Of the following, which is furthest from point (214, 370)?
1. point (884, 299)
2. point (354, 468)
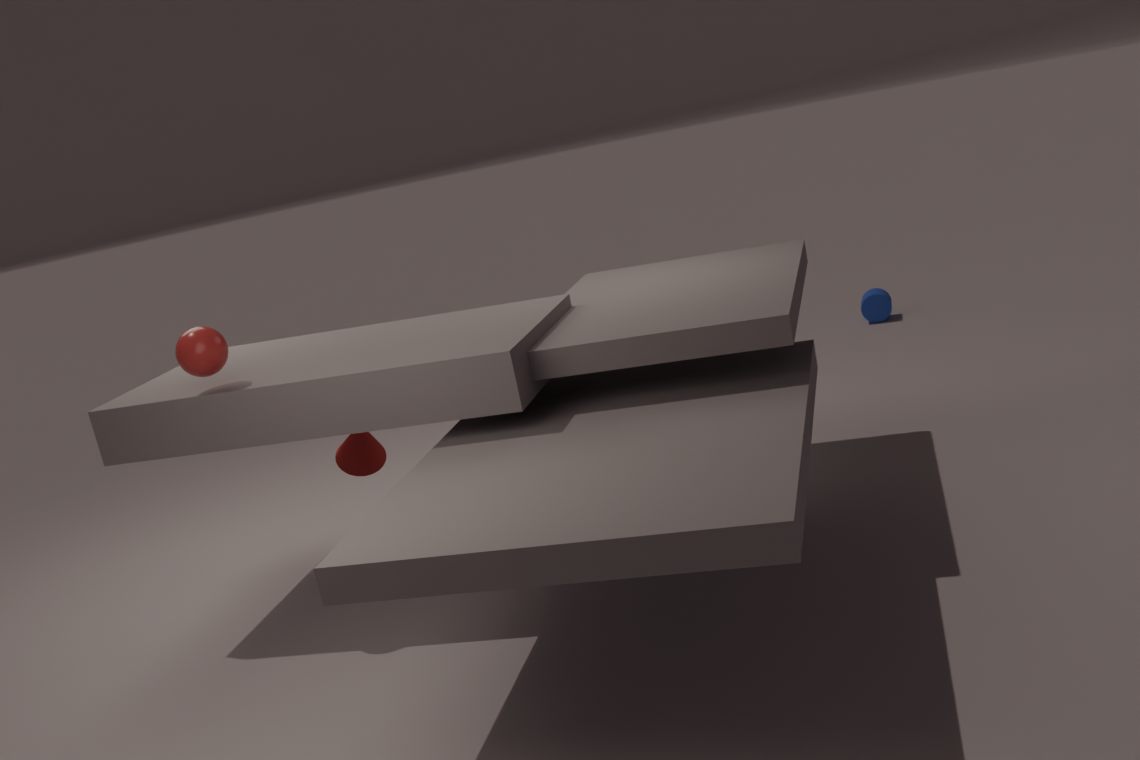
point (884, 299)
